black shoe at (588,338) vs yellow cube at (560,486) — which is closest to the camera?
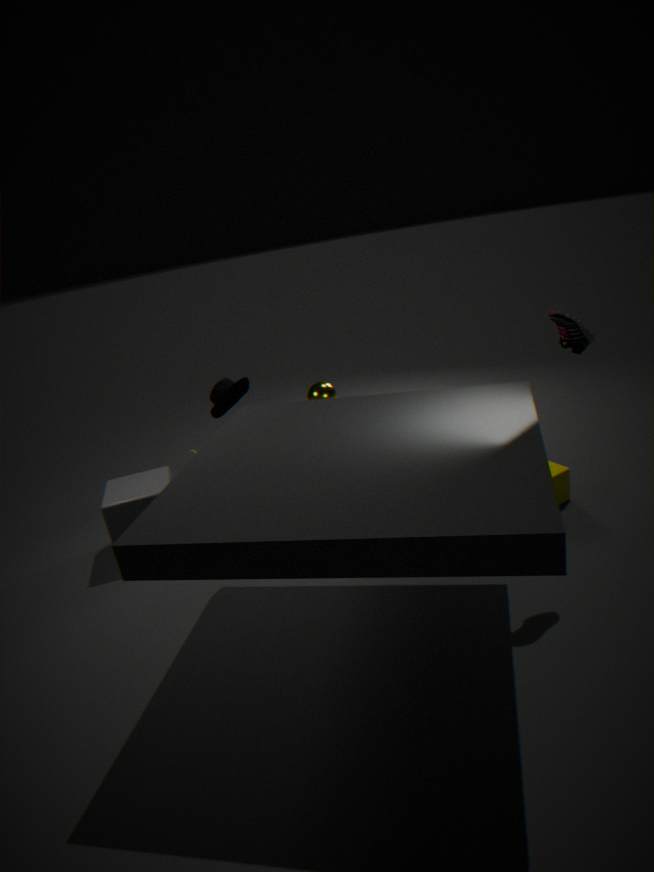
black shoe at (588,338)
